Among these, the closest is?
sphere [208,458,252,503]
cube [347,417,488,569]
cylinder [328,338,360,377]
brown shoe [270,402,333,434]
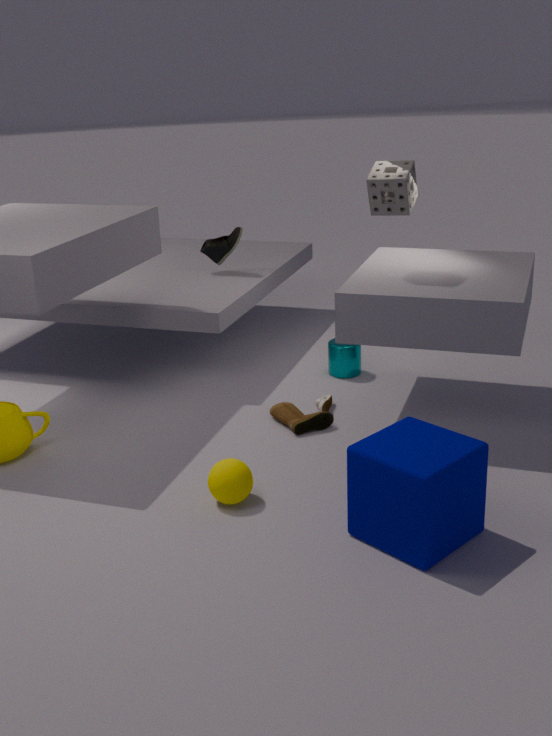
cube [347,417,488,569]
